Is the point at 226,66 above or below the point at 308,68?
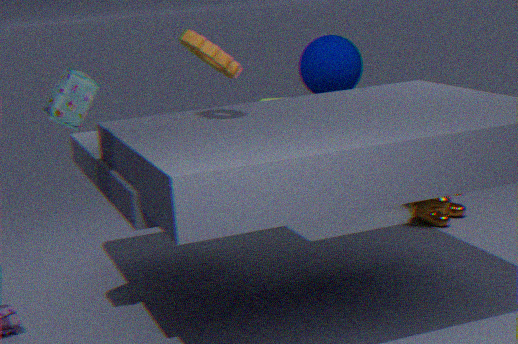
above
